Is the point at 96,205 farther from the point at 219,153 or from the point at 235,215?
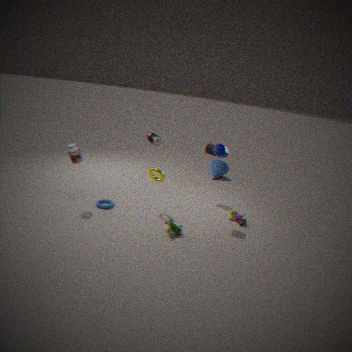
the point at 235,215
